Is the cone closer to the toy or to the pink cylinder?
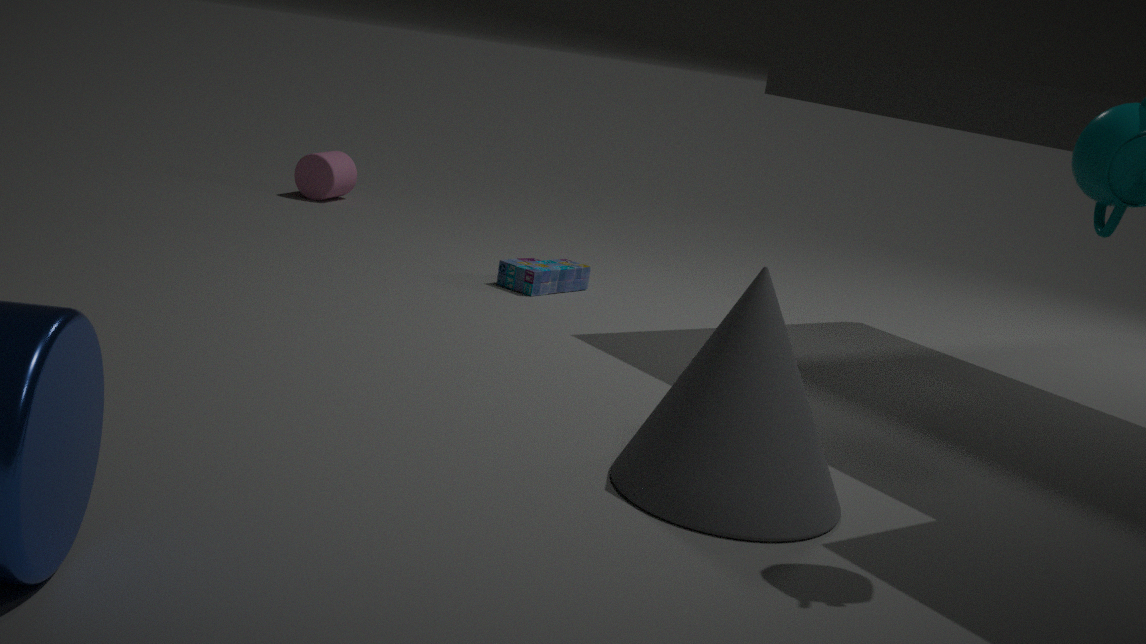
the toy
